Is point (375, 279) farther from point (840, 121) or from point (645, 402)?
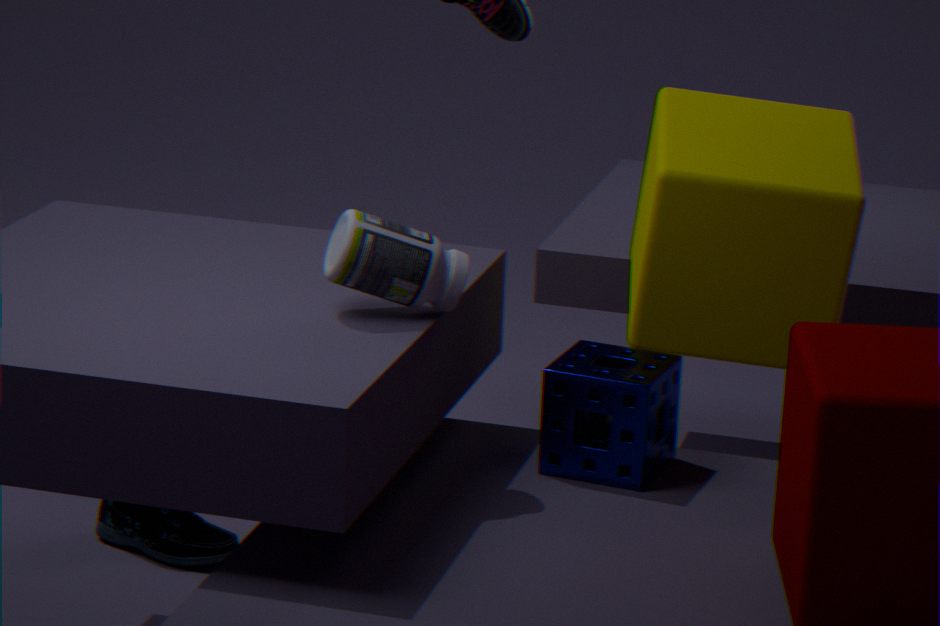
point (840, 121)
